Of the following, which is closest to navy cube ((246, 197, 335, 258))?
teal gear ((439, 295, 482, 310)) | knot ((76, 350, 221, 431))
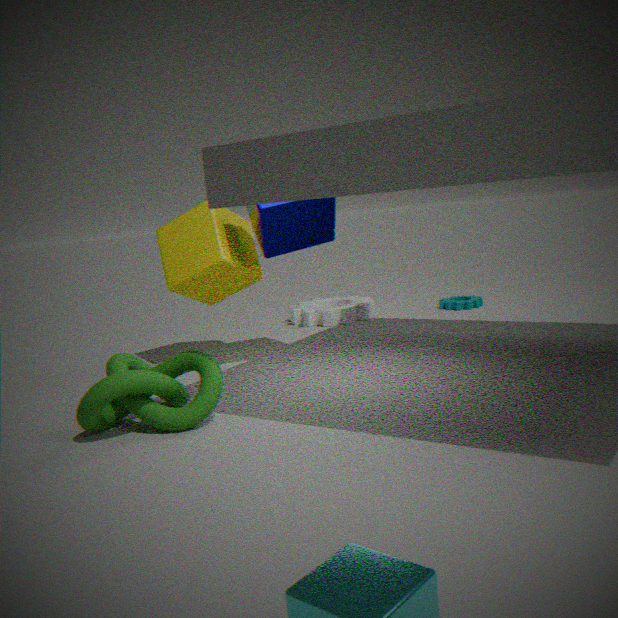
knot ((76, 350, 221, 431))
